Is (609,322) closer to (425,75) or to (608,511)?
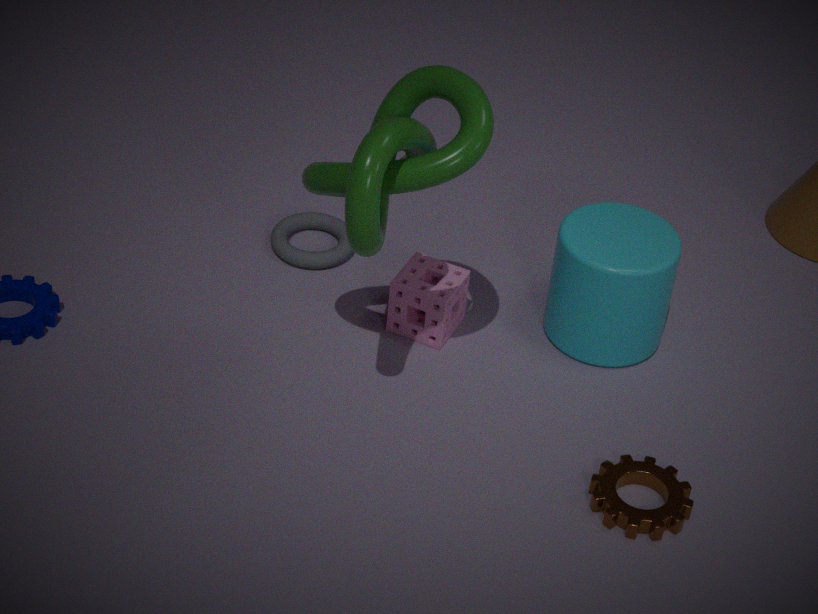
(608,511)
